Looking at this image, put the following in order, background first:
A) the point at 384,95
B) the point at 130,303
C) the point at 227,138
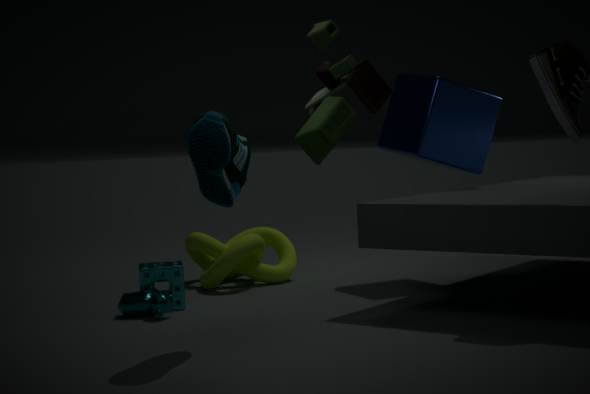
the point at 130,303
the point at 227,138
the point at 384,95
